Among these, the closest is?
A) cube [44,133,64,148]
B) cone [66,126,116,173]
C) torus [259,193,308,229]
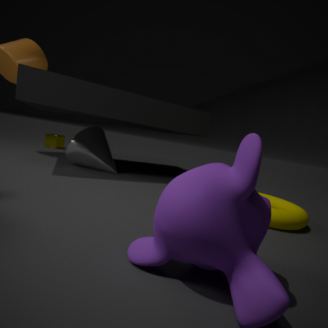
torus [259,193,308,229]
